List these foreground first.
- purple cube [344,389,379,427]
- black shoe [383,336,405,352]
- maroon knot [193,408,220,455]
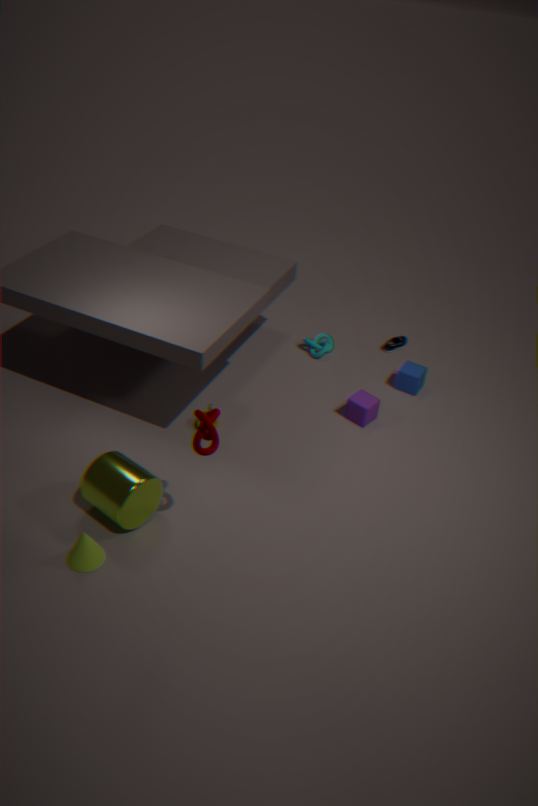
1. maroon knot [193,408,220,455]
2. purple cube [344,389,379,427]
3. black shoe [383,336,405,352]
